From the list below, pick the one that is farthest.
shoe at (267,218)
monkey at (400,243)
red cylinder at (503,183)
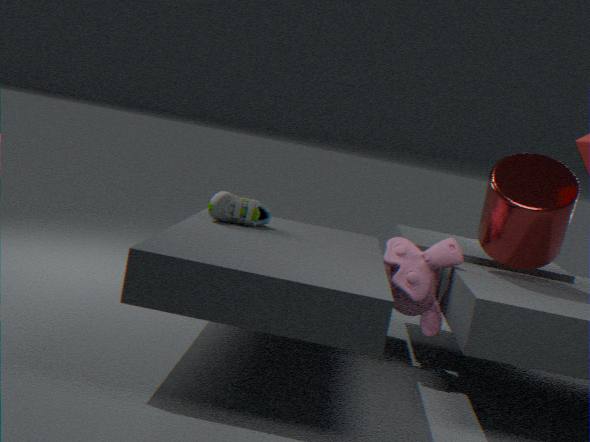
shoe at (267,218)
